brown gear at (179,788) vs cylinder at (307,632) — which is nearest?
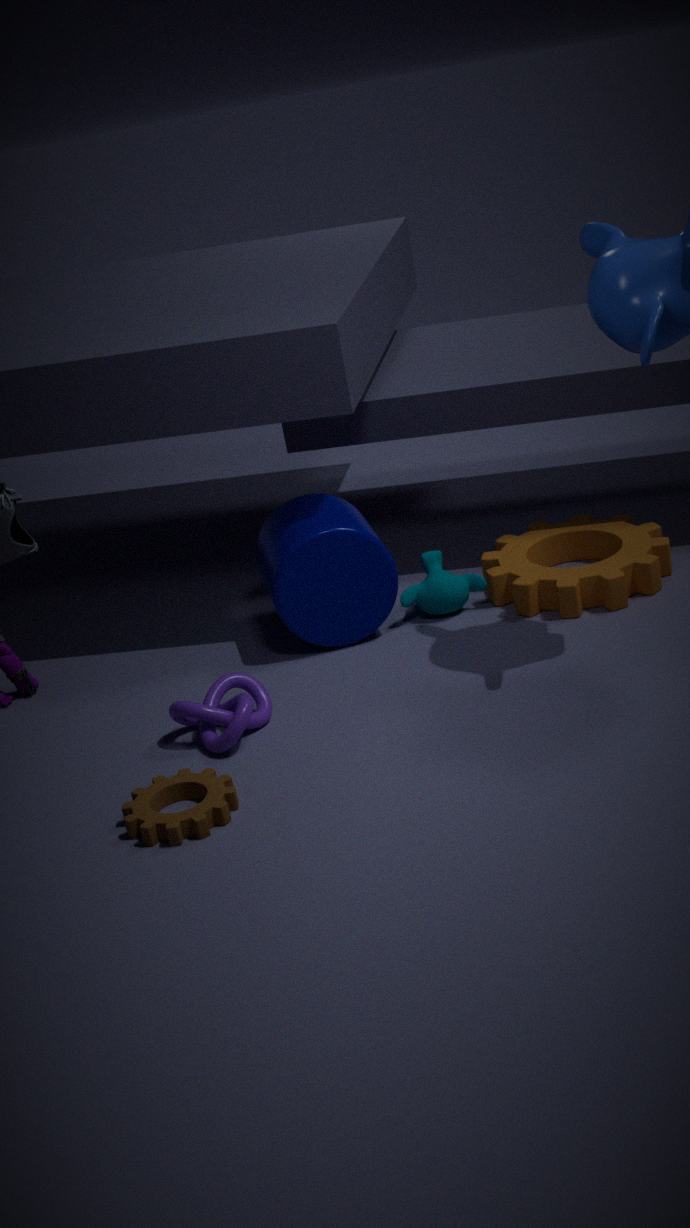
brown gear at (179,788)
